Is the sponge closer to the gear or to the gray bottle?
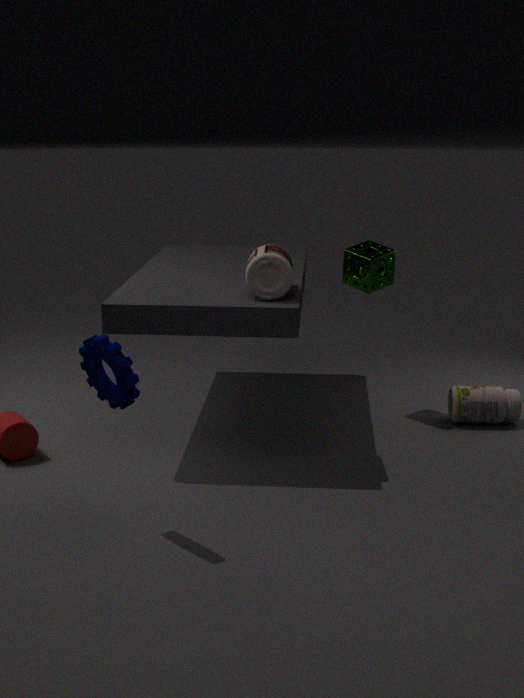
the gray bottle
